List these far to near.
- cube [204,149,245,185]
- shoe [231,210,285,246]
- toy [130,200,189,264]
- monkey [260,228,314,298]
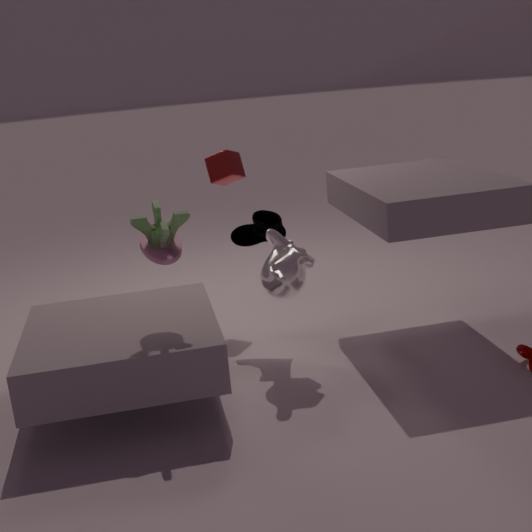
cube [204,149,245,185] → shoe [231,210,285,246] → monkey [260,228,314,298] → toy [130,200,189,264]
